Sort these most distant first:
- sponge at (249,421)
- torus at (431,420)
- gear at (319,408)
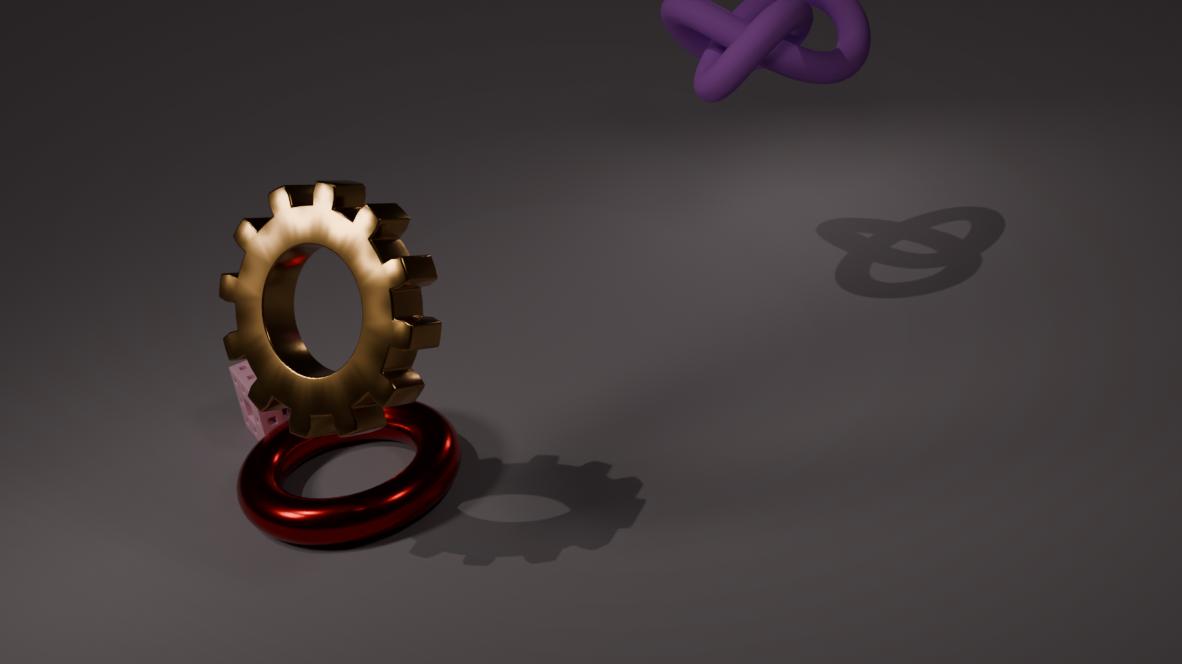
sponge at (249,421) → torus at (431,420) → gear at (319,408)
